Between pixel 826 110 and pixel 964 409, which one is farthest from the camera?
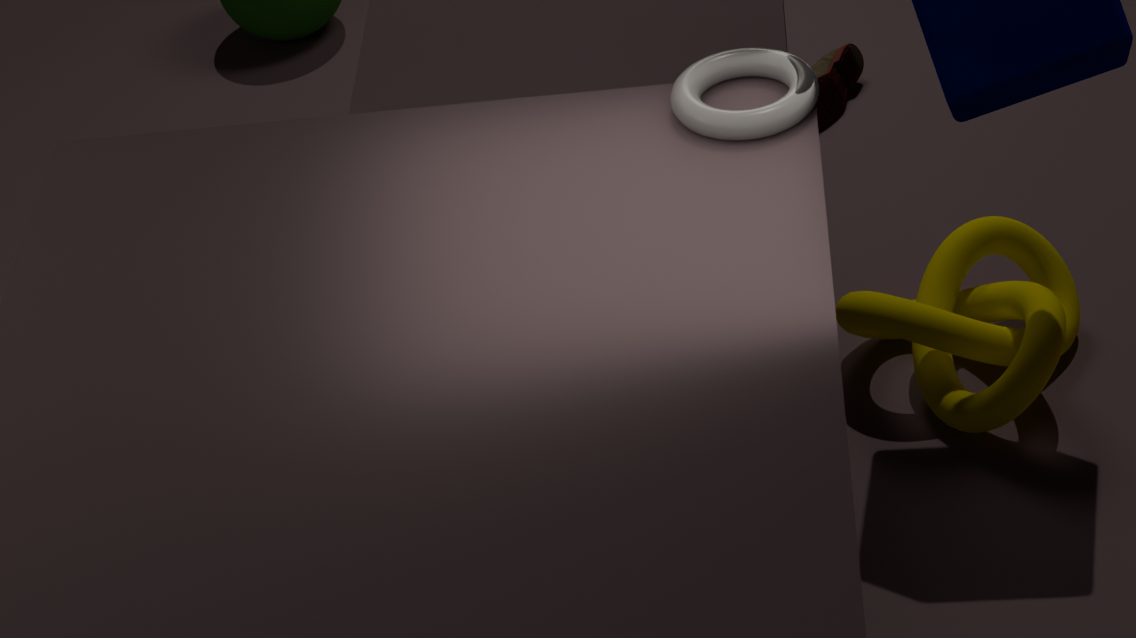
pixel 826 110
